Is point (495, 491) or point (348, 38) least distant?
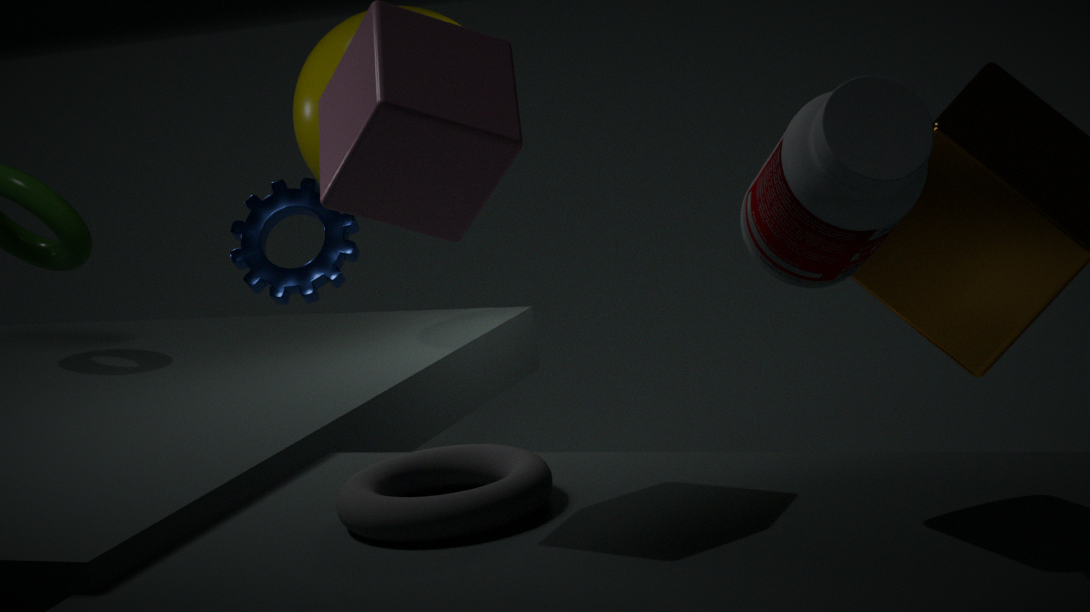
point (495, 491)
